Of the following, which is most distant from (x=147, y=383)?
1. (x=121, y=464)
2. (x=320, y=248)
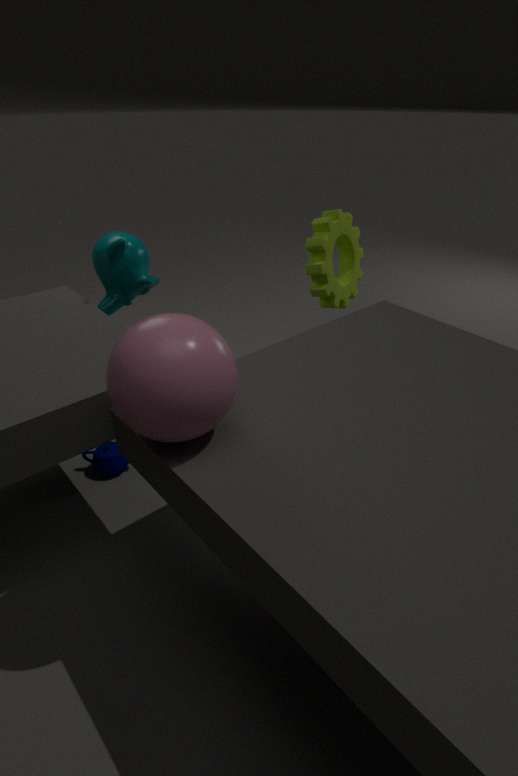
(x=320, y=248)
